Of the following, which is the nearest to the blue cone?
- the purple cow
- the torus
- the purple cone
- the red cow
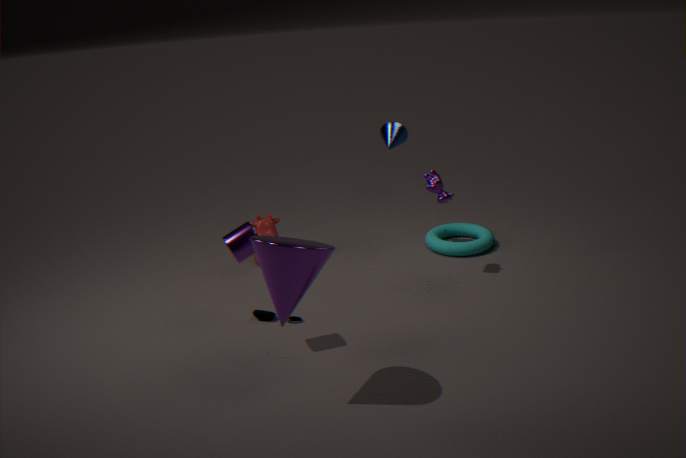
the purple cow
